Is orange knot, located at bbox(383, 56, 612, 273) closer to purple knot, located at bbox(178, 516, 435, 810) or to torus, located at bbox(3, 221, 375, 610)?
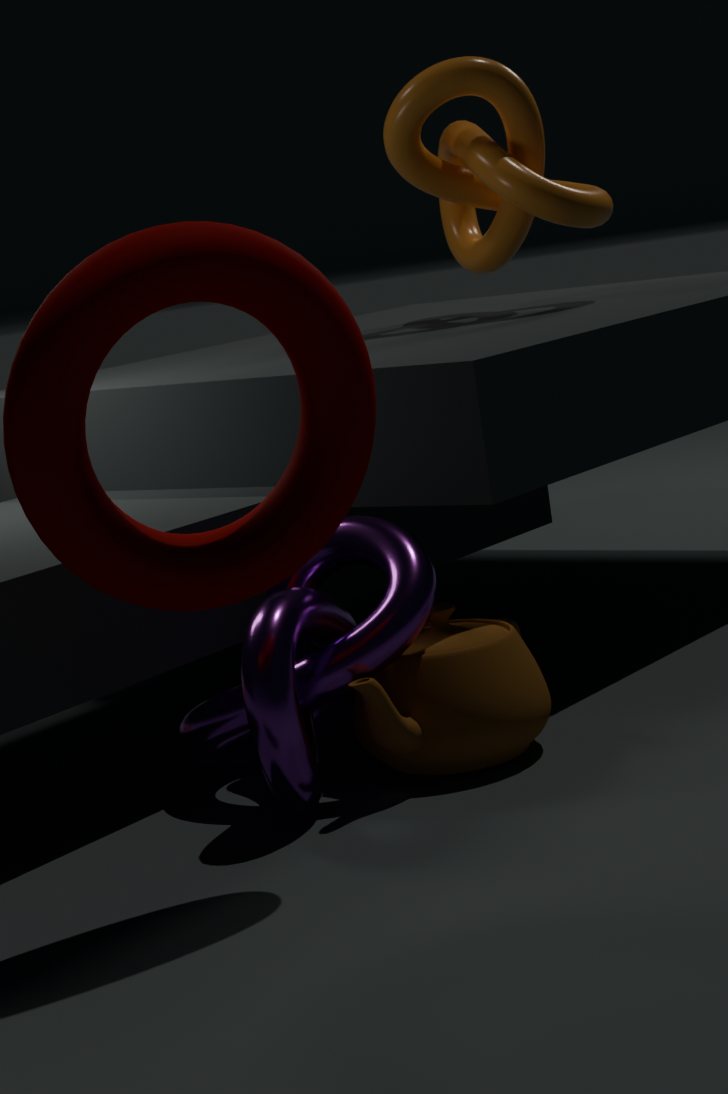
purple knot, located at bbox(178, 516, 435, 810)
